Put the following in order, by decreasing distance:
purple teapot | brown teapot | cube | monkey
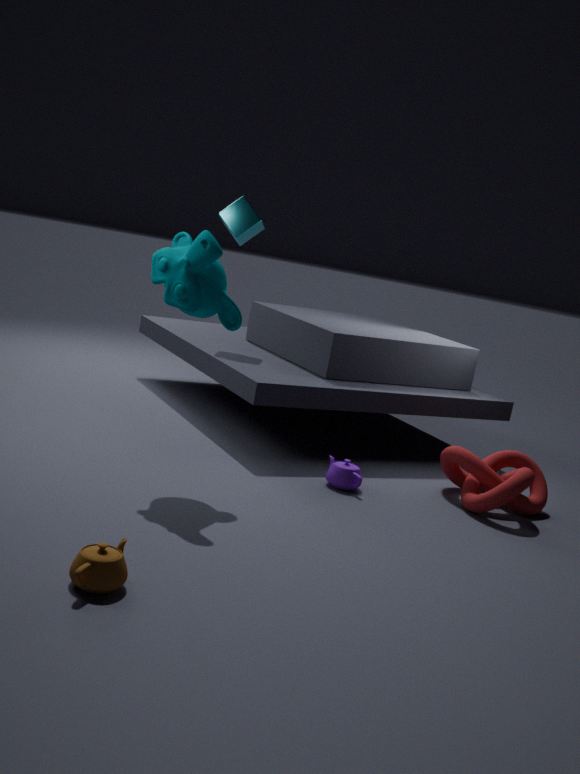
1. cube
2. purple teapot
3. monkey
4. brown teapot
